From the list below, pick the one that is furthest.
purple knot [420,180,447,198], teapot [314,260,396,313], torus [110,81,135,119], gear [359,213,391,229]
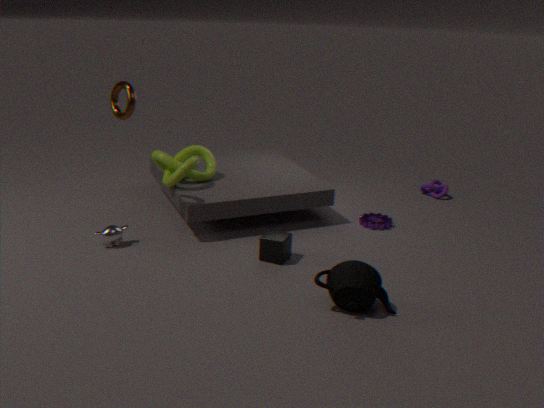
purple knot [420,180,447,198]
